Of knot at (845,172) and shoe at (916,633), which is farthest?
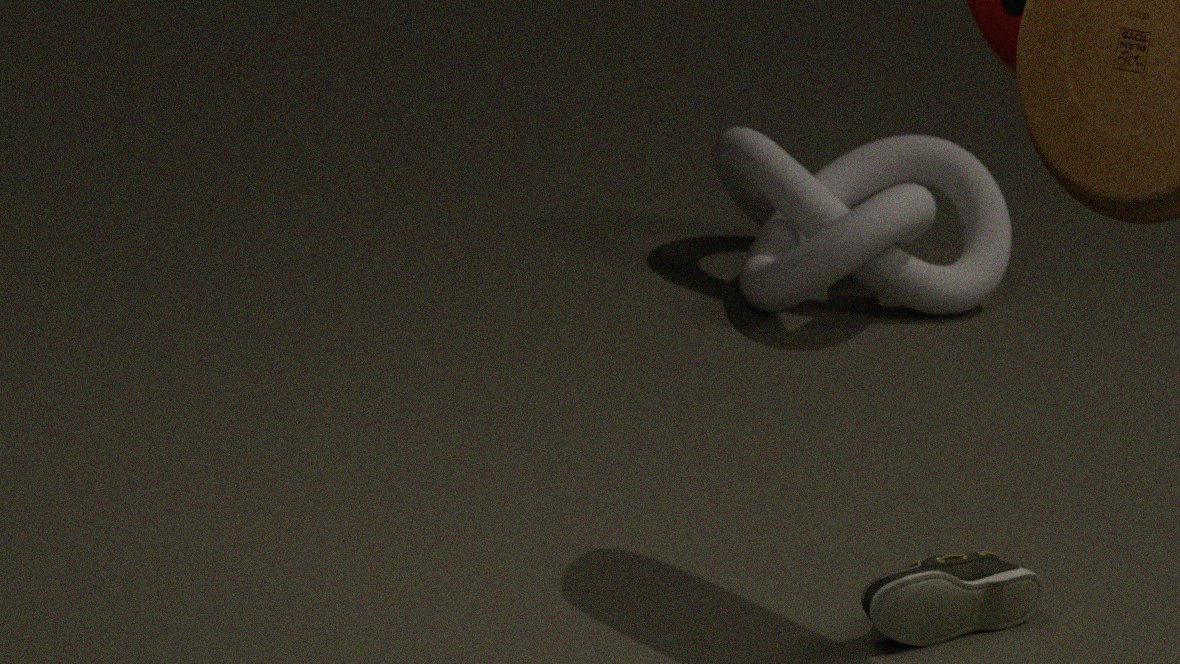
knot at (845,172)
